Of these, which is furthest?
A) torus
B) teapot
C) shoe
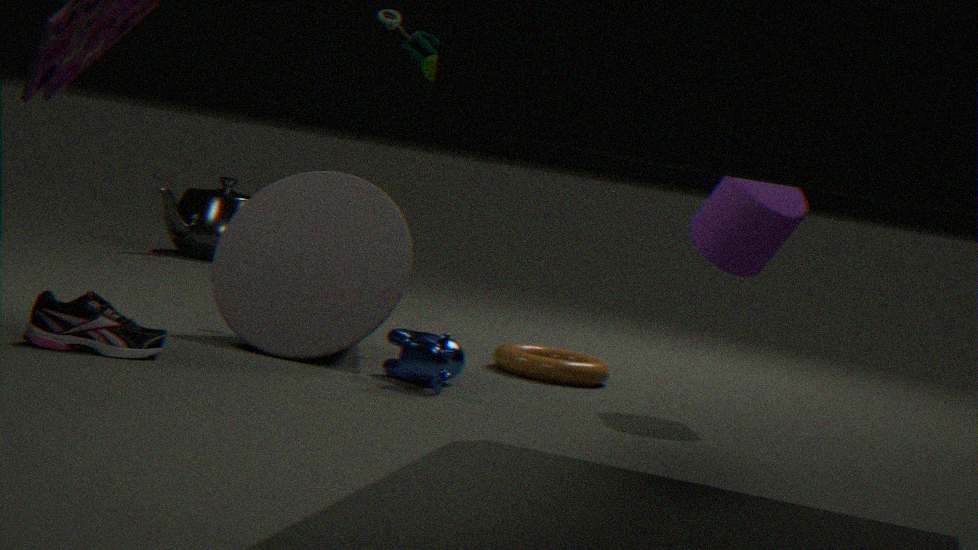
teapot
